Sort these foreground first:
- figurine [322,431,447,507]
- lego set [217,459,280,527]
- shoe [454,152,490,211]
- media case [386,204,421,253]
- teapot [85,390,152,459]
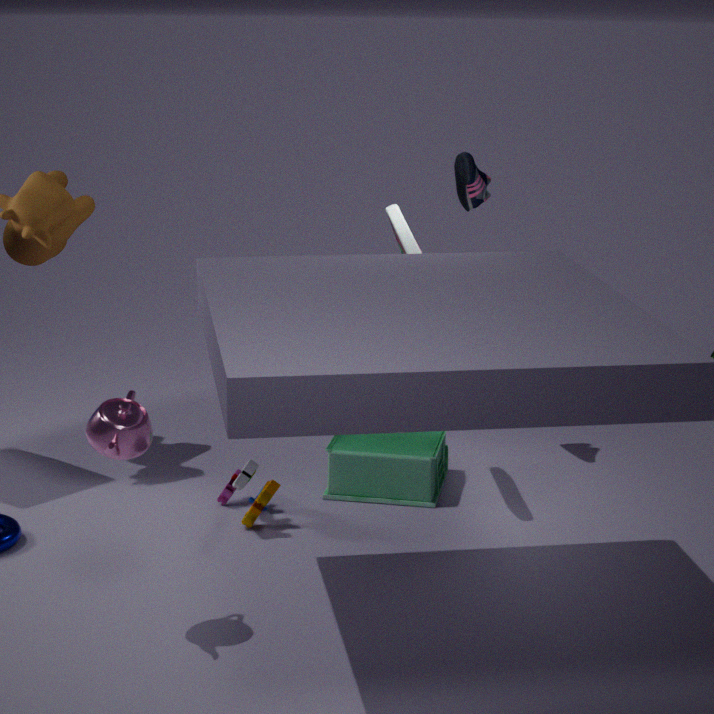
1. teapot [85,390,152,459]
2. lego set [217,459,280,527]
3. media case [386,204,421,253]
4. figurine [322,431,447,507]
5. shoe [454,152,490,211]
